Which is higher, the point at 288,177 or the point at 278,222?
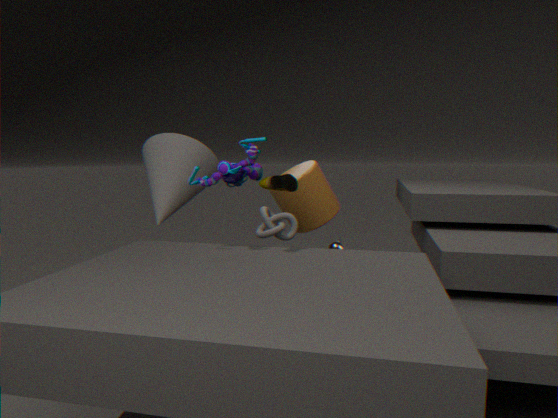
the point at 288,177
